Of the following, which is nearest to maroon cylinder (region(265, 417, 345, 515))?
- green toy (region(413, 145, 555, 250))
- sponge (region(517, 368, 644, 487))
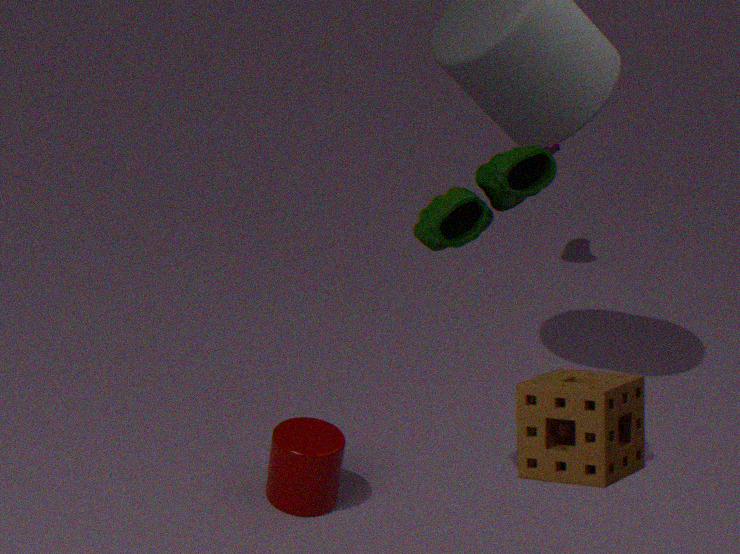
green toy (region(413, 145, 555, 250))
